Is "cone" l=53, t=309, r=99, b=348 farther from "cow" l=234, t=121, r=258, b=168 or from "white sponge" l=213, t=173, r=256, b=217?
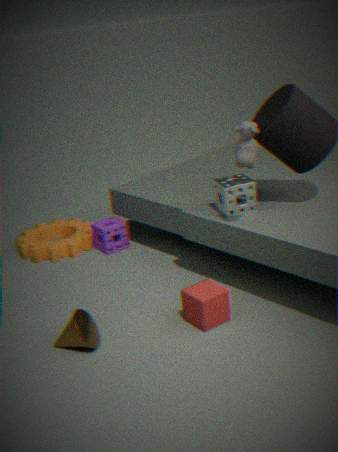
"cow" l=234, t=121, r=258, b=168
